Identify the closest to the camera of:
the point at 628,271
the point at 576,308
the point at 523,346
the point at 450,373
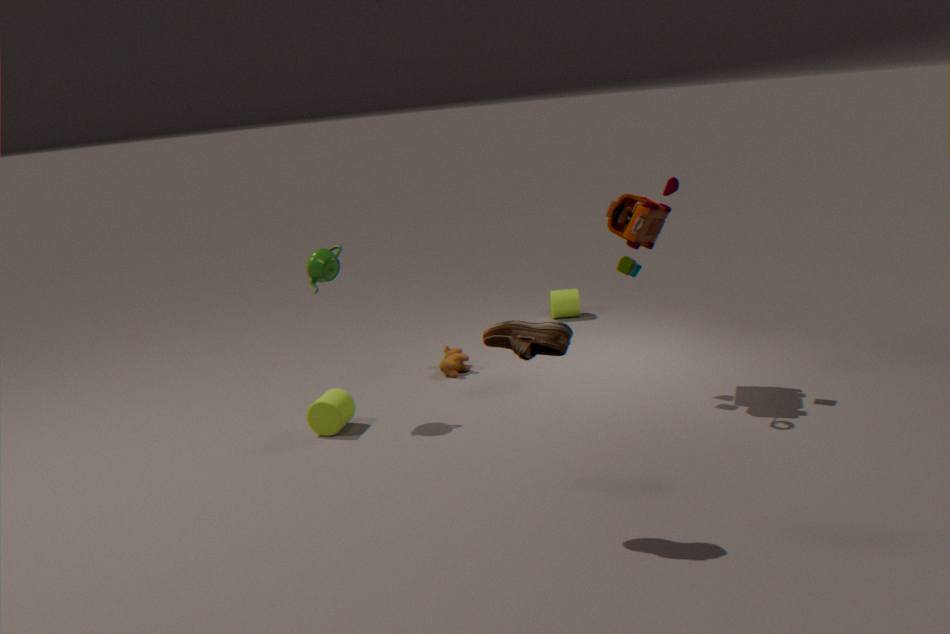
the point at 523,346
